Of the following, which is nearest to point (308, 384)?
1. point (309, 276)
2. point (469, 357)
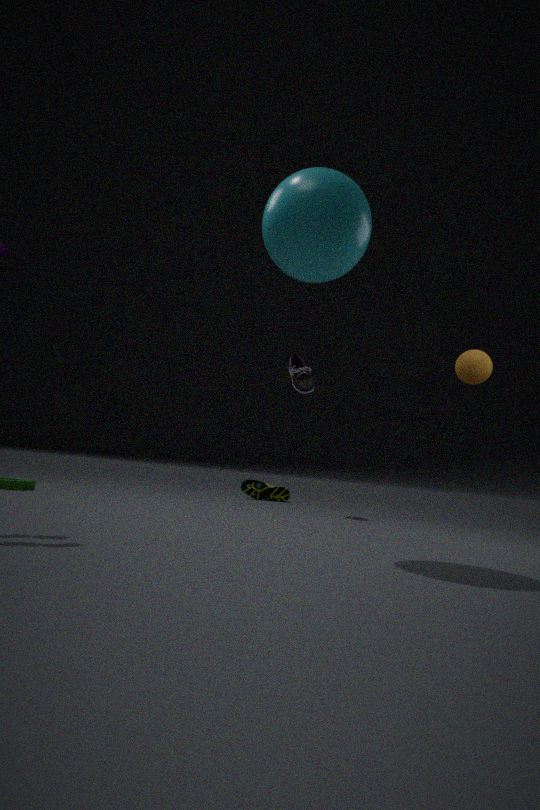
point (469, 357)
